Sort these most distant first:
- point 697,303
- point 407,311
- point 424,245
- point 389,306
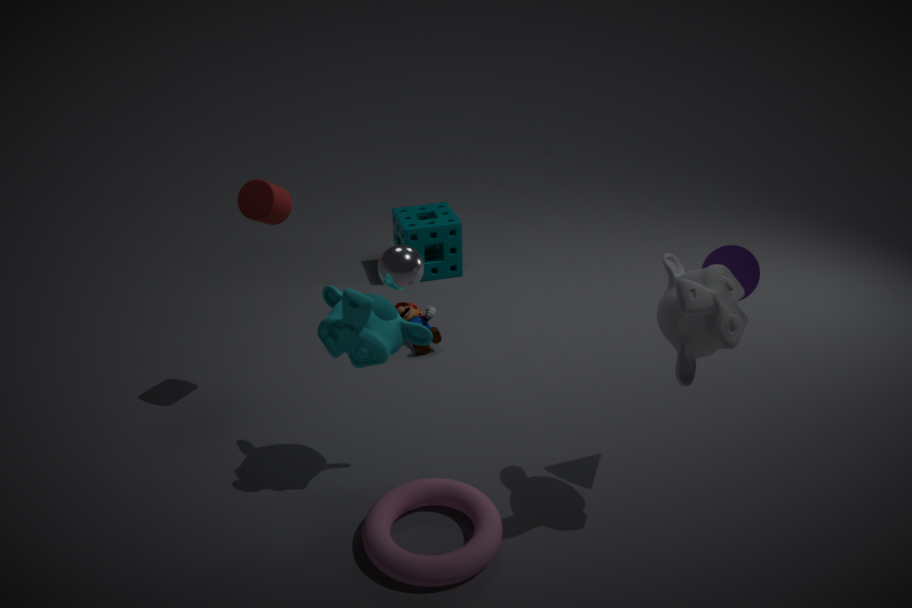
point 424,245 → point 407,311 → point 389,306 → point 697,303
